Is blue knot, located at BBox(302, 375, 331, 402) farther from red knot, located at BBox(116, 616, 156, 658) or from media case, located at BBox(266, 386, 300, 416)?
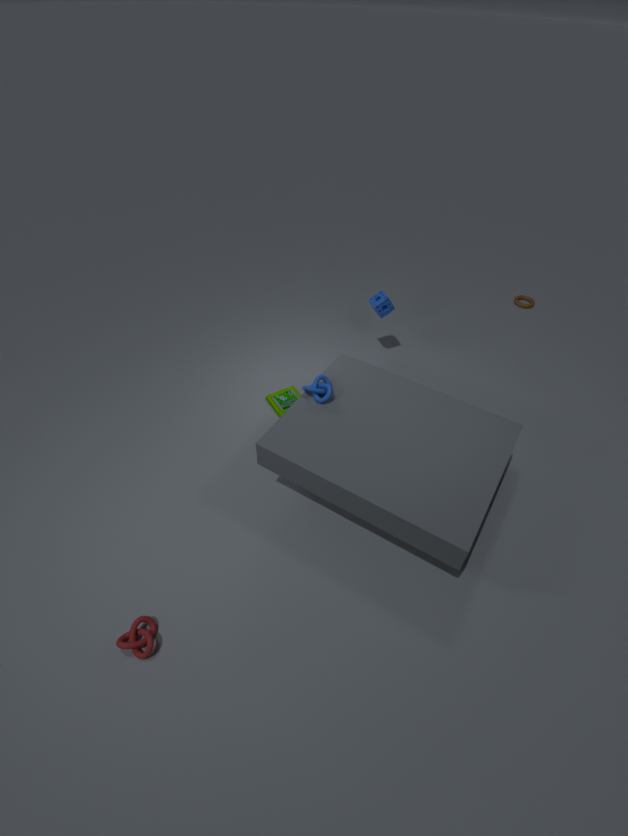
red knot, located at BBox(116, 616, 156, 658)
